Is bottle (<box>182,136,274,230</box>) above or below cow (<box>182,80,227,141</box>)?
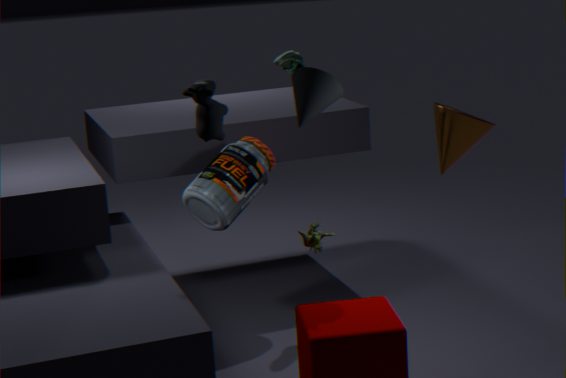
below
